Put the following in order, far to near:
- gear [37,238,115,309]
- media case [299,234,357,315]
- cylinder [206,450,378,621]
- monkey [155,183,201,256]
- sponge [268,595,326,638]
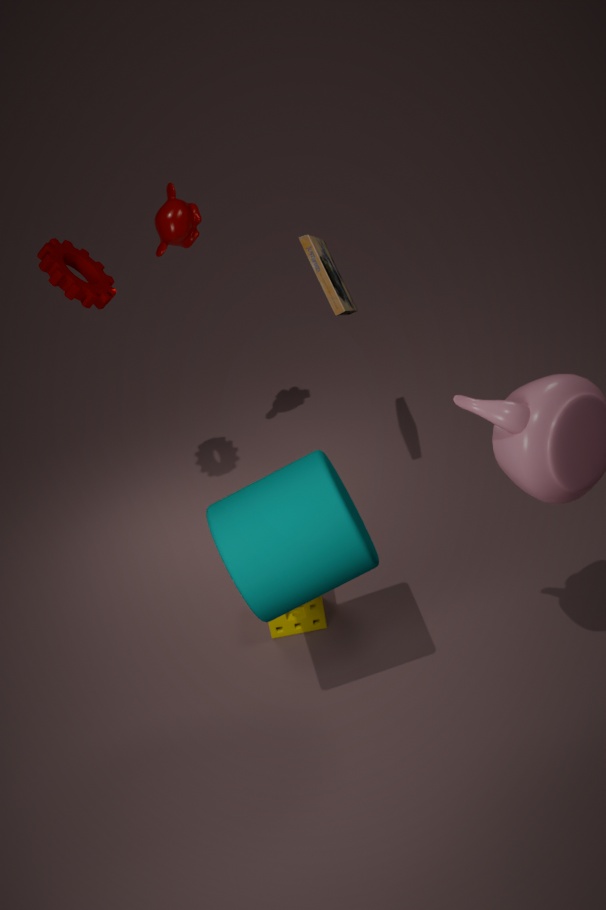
monkey [155,183,201,256] → media case [299,234,357,315] → sponge [268,595,326,638] → gear [37,238,115,309] → cylinder [206,450,378,621]
